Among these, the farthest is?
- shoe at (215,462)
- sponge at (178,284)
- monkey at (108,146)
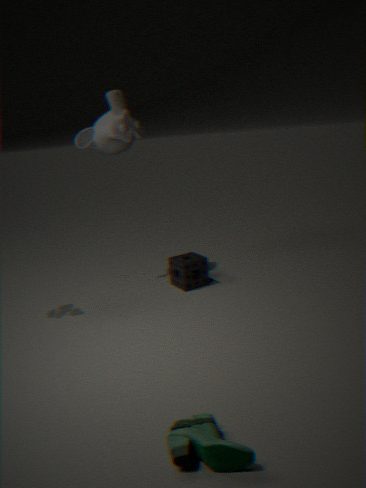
sponge at (178,284)
